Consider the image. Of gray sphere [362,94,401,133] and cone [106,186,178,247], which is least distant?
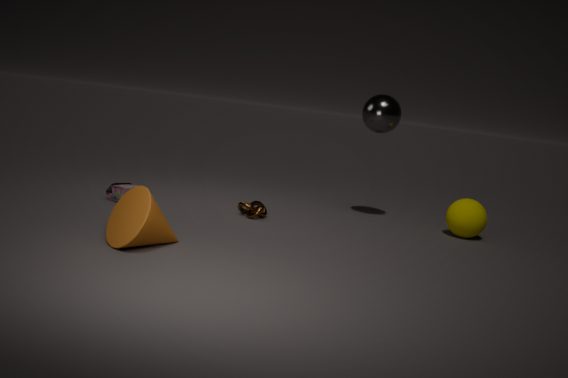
cone [106,186,178,247]
